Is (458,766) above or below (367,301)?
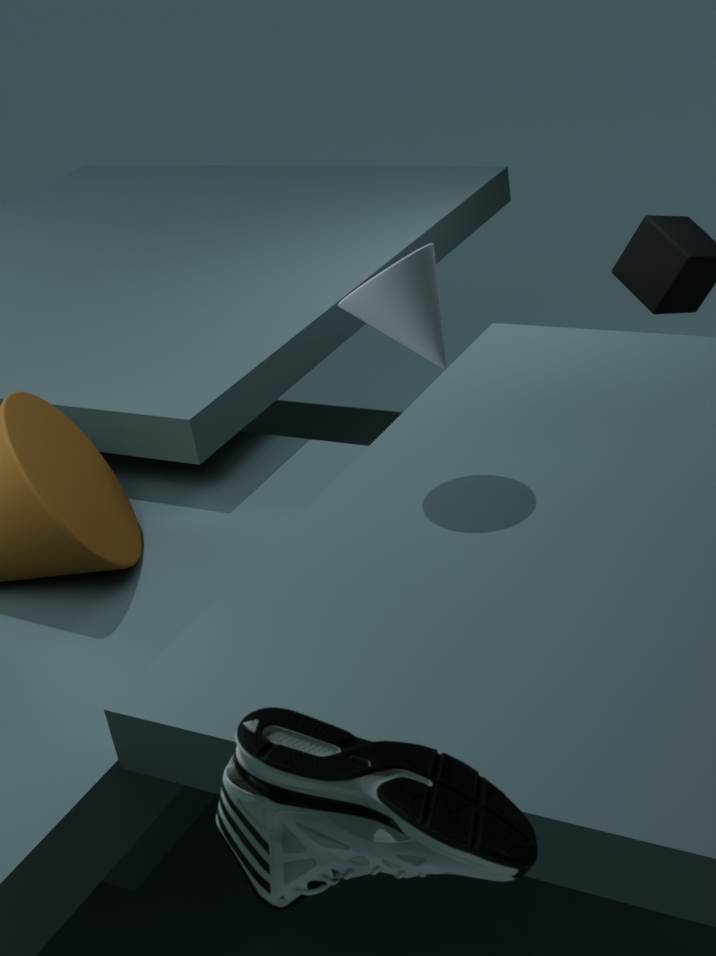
below
